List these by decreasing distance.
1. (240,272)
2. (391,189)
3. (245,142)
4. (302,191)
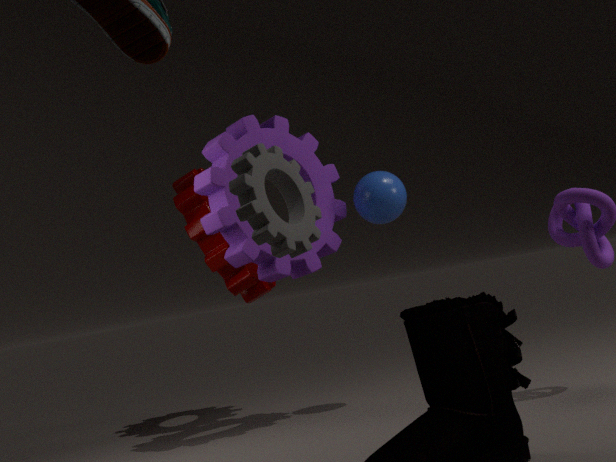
(240,272) → (391,189) → (245,142) → (302,191)
